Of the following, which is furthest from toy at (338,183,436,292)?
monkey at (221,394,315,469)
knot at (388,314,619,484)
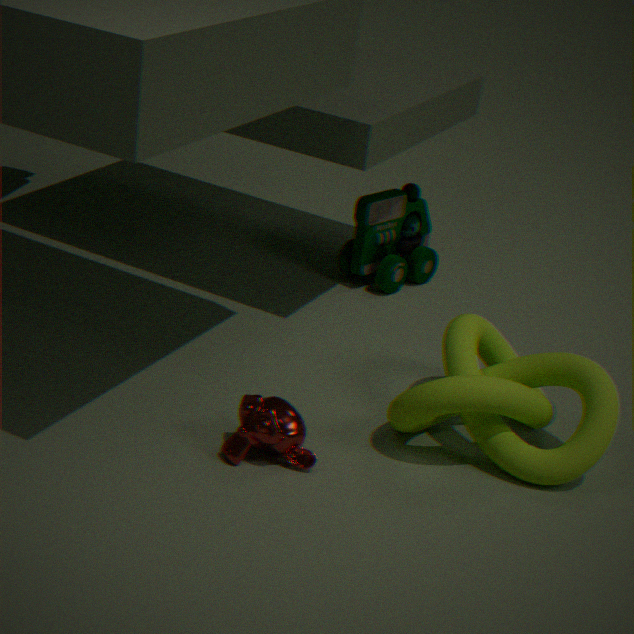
monkey at (221,394,315,469)
